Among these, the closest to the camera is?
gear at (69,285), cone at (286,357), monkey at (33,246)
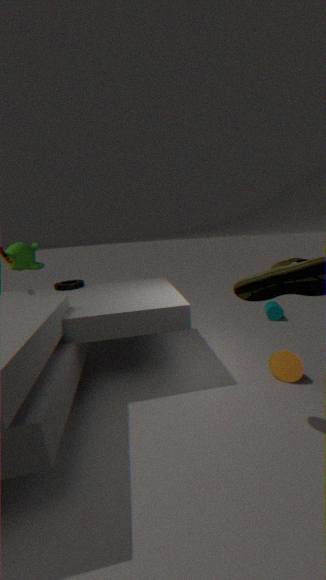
cone at (286,357)
